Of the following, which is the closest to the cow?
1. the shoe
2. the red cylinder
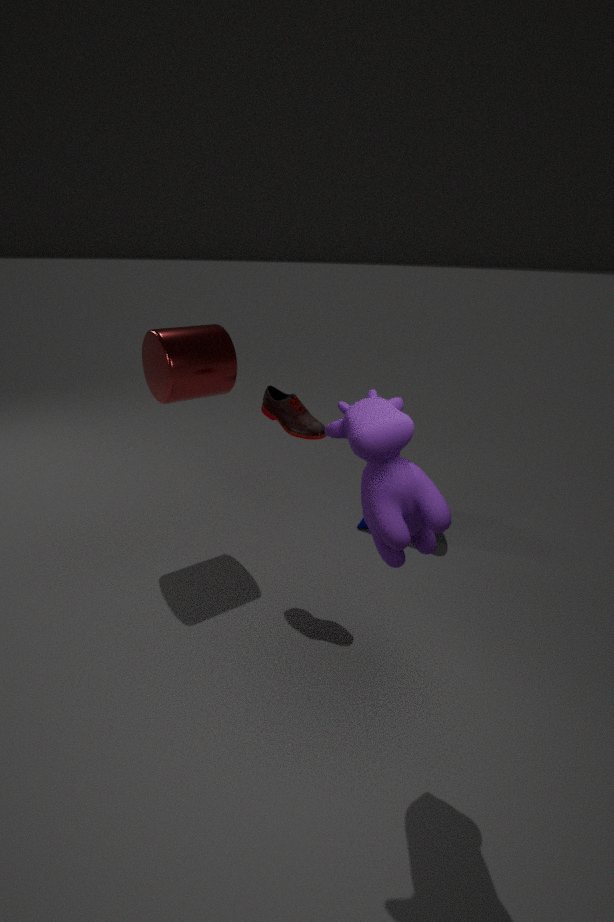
the shoe
